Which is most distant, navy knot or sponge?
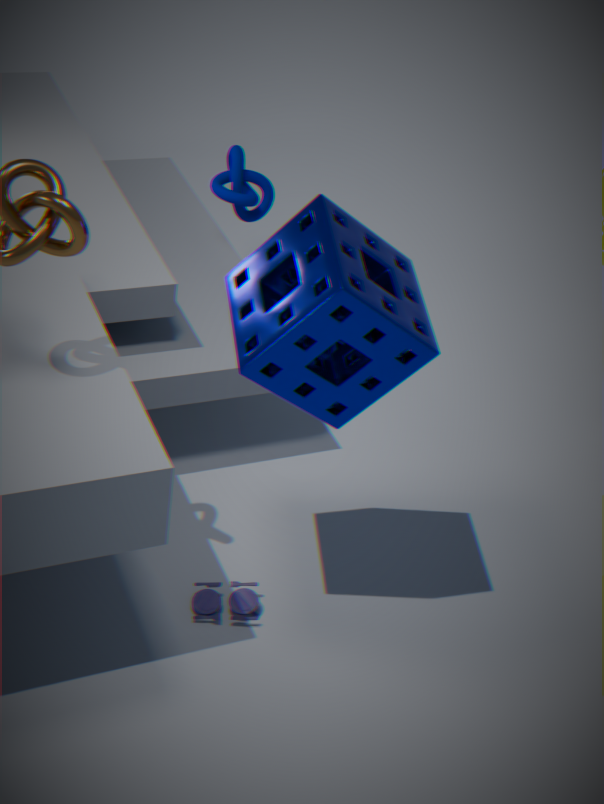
navy knot
